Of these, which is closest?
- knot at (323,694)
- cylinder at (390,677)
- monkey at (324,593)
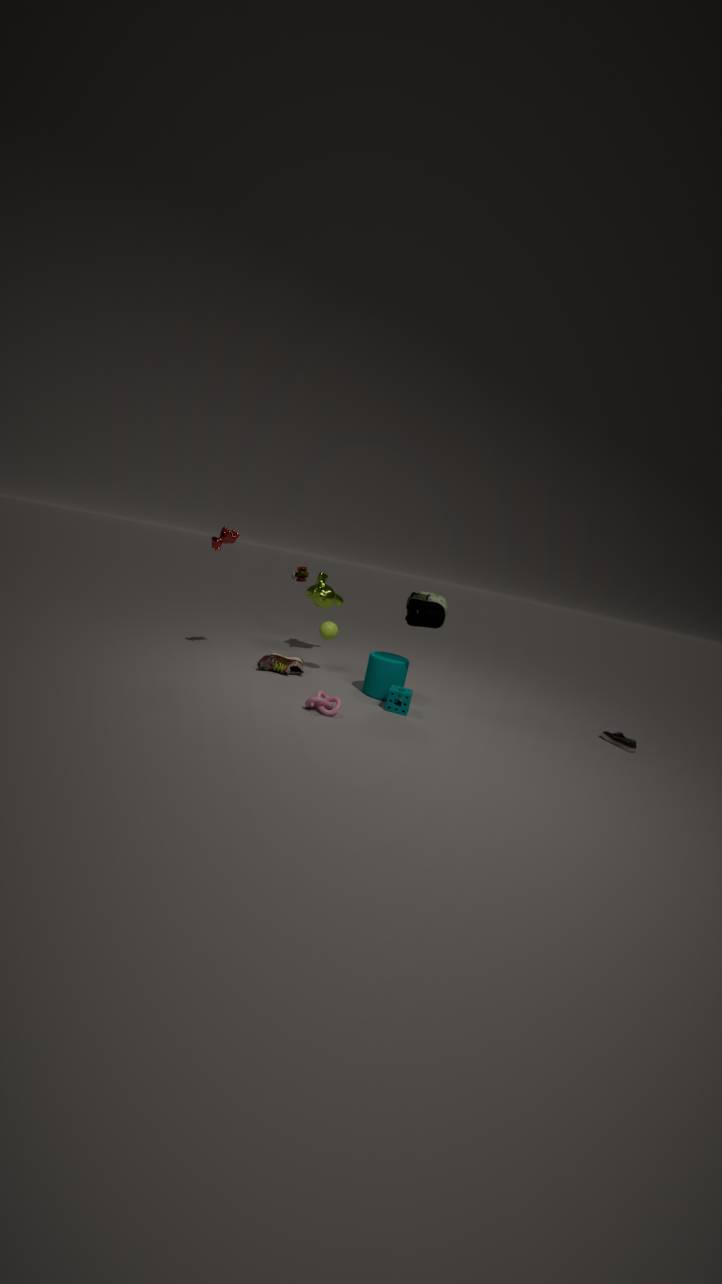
knot at (323,694)
